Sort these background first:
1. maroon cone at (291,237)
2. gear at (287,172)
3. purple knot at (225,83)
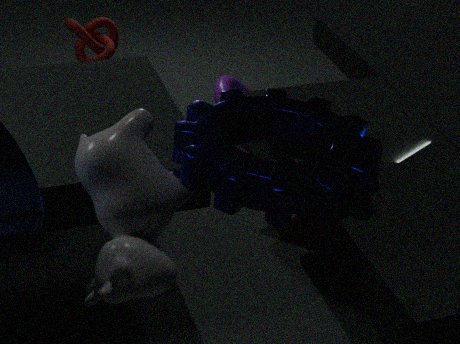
purple knot at (225,83)
maroon cone at (291,237)
gear at (287,172)
